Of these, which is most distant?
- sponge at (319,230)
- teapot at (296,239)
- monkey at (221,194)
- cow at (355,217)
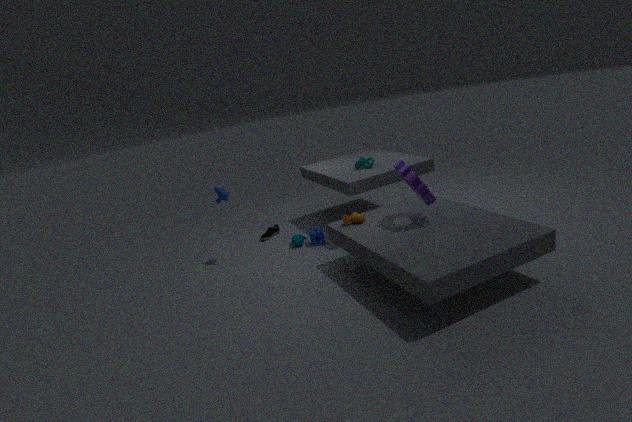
teapot at (296,239)
